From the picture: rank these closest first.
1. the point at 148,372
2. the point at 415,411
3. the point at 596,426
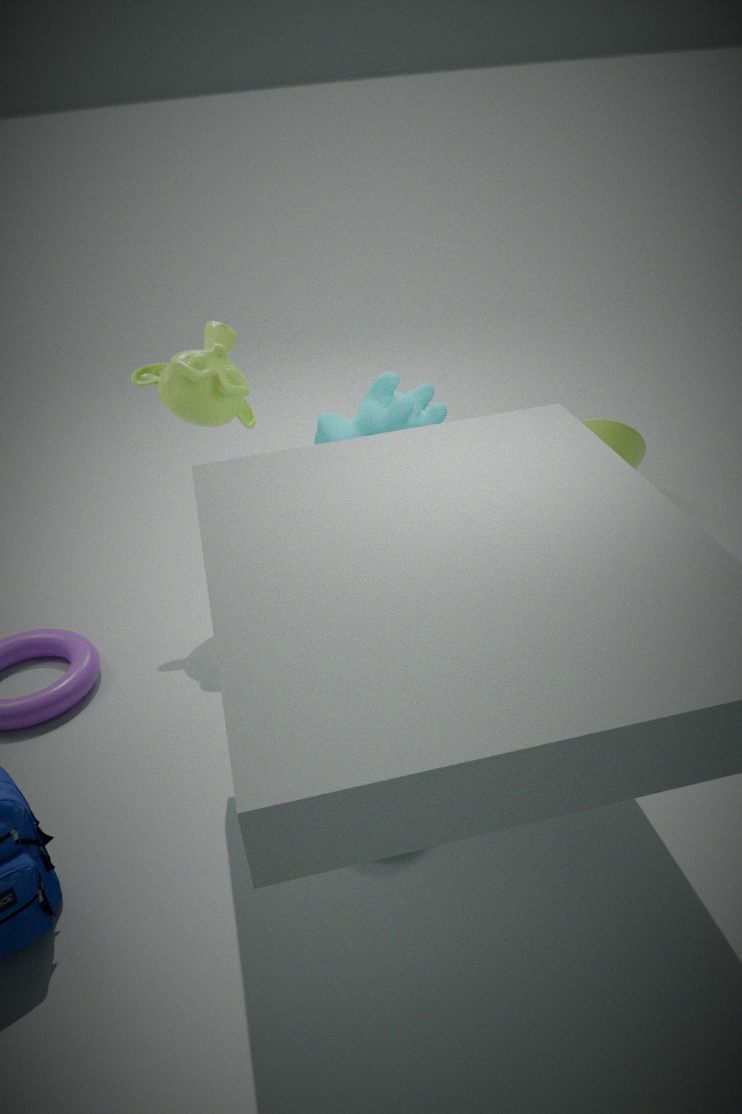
the point at 415,411, the point at 148,372, the point at 596,426
